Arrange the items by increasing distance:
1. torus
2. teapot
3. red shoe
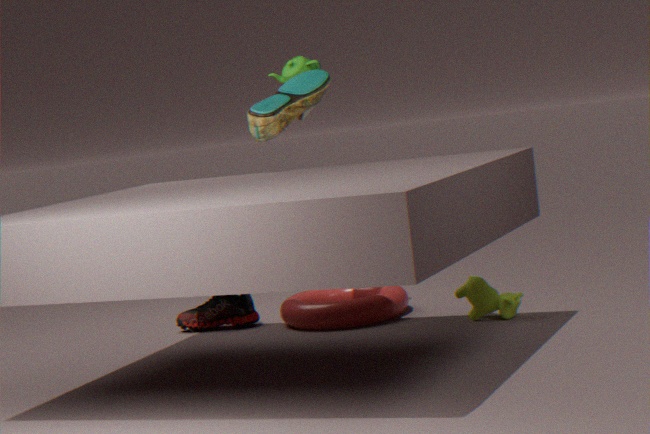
1. torus
2. red shoe
3. teapot
